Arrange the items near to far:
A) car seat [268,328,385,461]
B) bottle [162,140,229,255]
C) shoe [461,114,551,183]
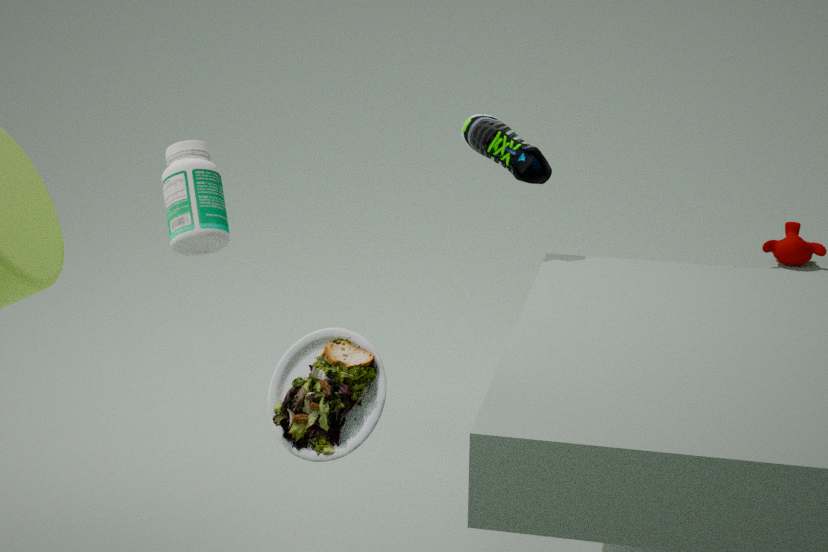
car seat [268,328,385,461]
bottle [162,140,229,255]
shoe [461,114,551,183]
